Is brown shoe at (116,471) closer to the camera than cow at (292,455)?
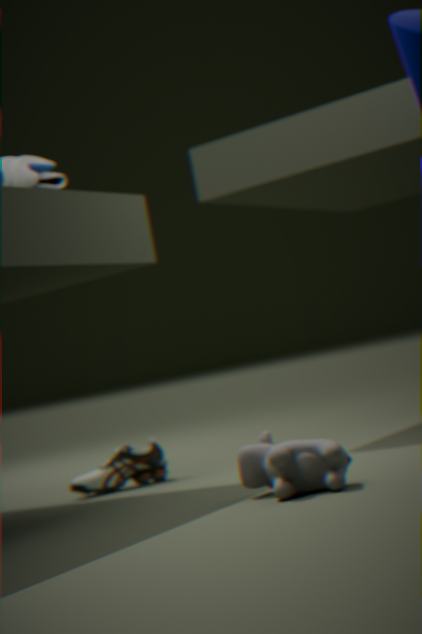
No
